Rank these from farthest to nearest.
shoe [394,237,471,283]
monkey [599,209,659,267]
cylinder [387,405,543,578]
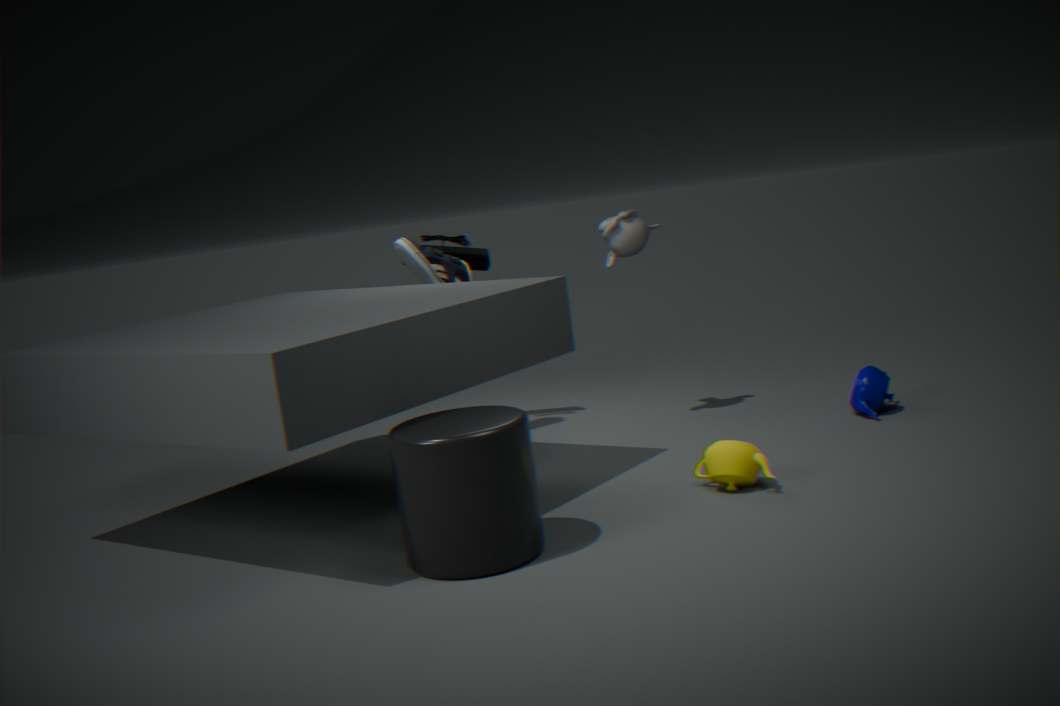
1. shoe [394,237,471,283]
2. monkey [599,209,659,267]
3. cylinder [387,405,543,578]
